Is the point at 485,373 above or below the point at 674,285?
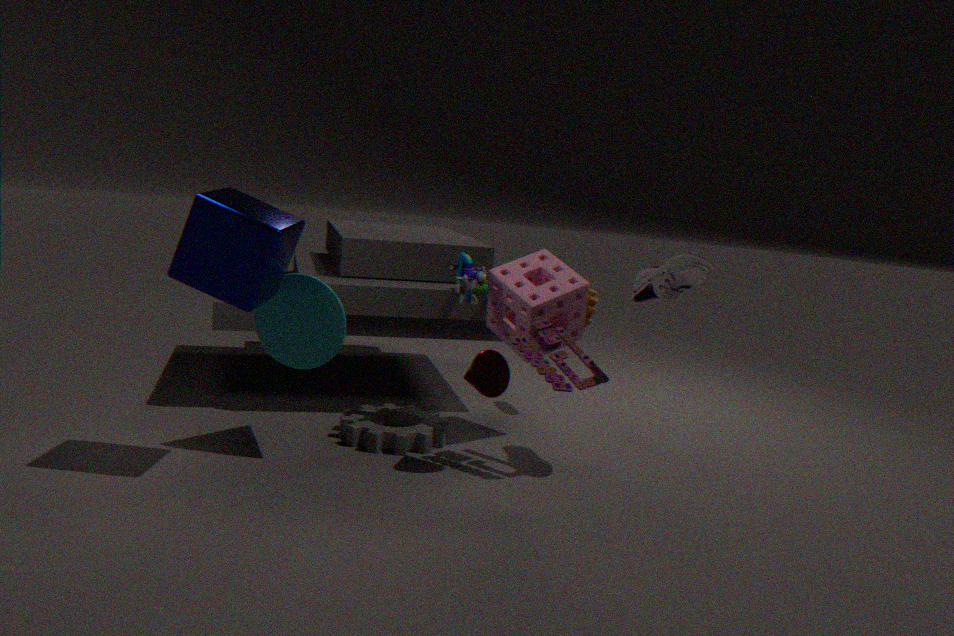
below
